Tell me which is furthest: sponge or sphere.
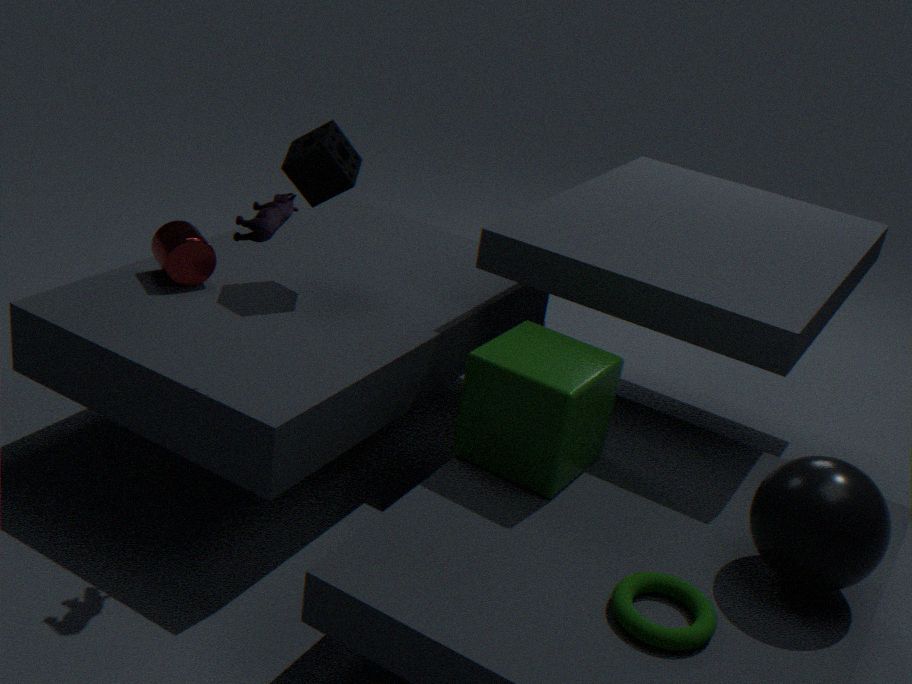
sponge
